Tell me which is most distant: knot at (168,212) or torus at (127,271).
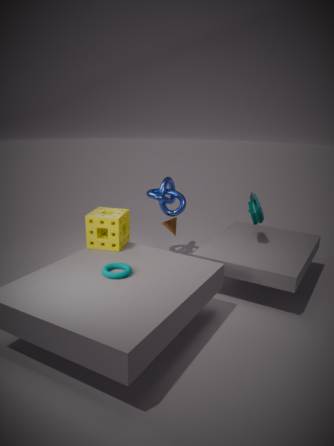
knot at (168,212)
